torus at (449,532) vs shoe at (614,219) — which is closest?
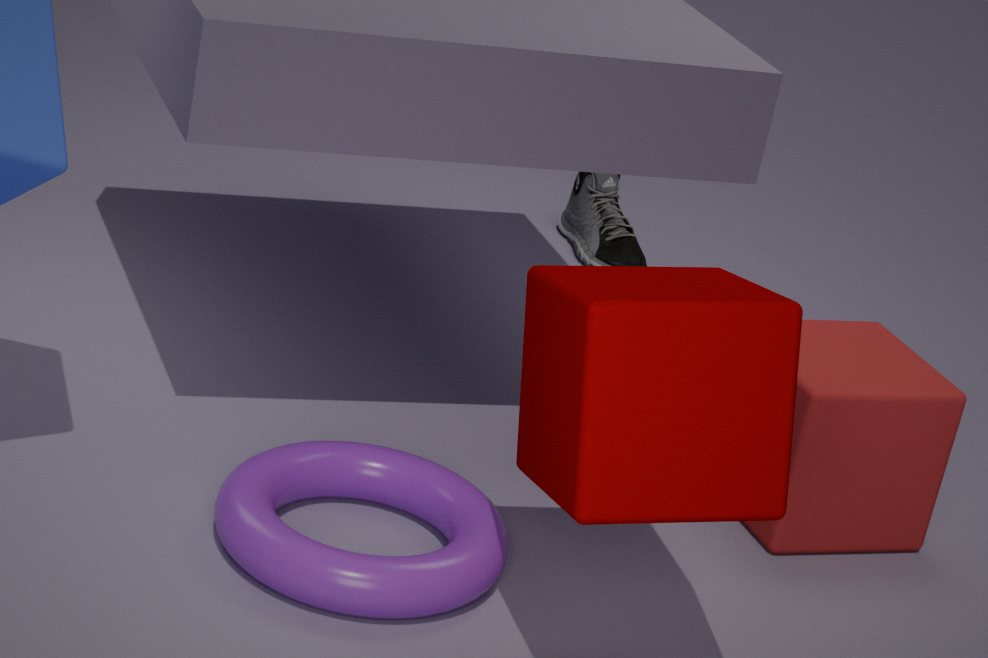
torus at (449,532)
